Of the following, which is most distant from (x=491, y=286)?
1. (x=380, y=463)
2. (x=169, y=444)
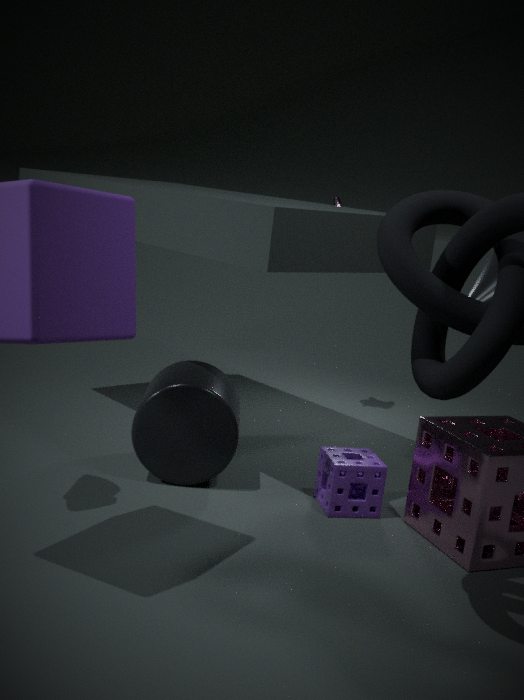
(x=169, y=444)
